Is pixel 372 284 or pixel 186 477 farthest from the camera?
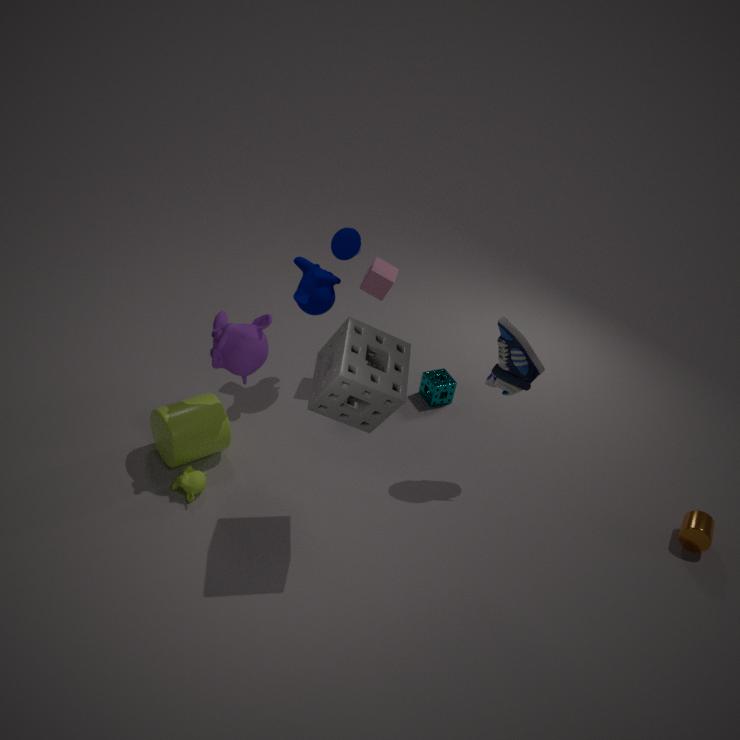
pixel 372 284
